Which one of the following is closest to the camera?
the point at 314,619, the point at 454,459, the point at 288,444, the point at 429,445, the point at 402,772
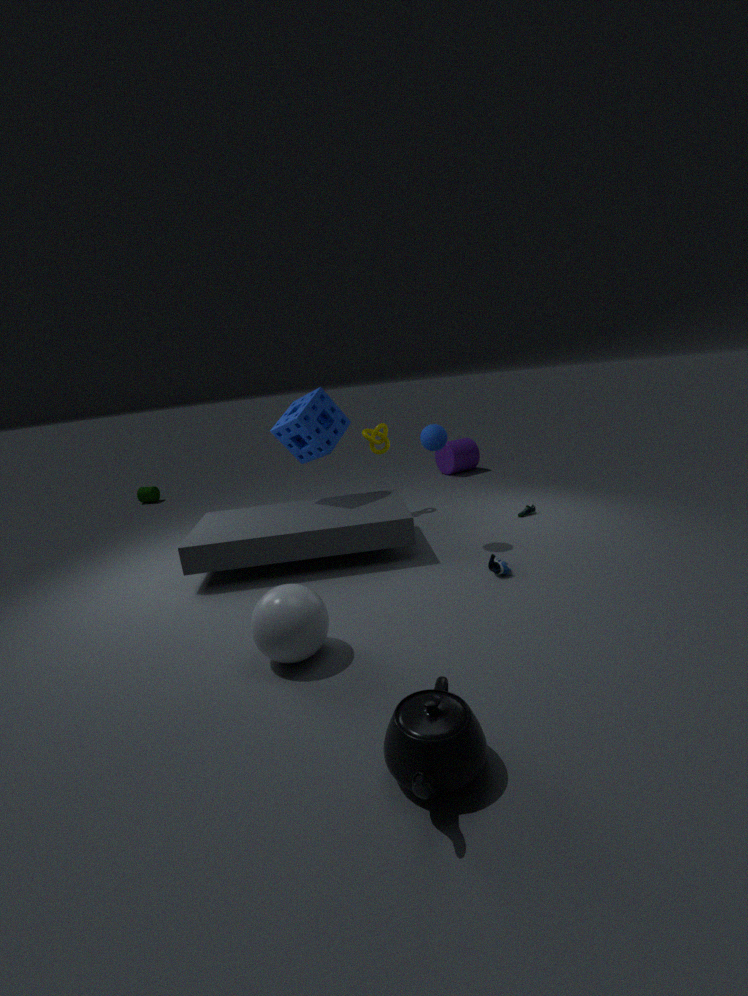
the point at 402,772
